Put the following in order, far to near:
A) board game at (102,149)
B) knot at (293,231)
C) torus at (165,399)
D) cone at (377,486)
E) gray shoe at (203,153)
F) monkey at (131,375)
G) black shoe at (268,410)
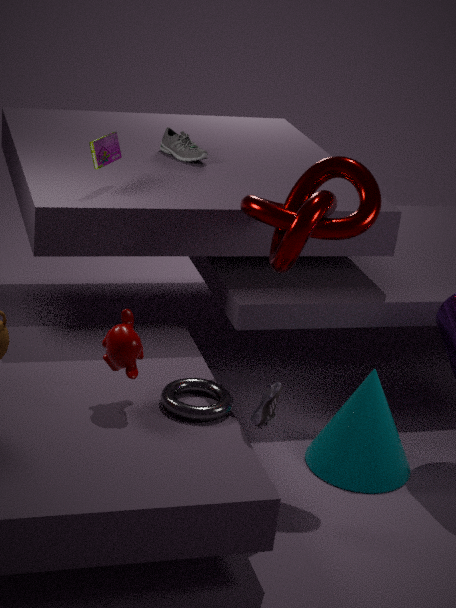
gray shoe at (203,153)
board game at (102,149)
cone at (377,486)
black shoe at (268,410)
torus at (165,399)
knot at (293,231)
monkey at (131,375)
